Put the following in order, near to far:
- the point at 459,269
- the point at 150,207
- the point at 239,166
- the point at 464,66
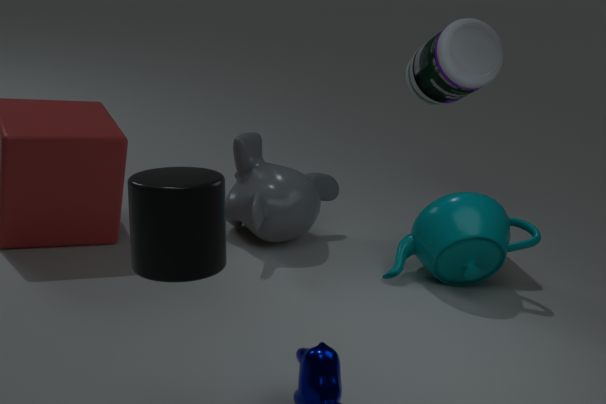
the point at 150,207 → the point at 459,269 → the point at 464,66 → the point at 239,166
